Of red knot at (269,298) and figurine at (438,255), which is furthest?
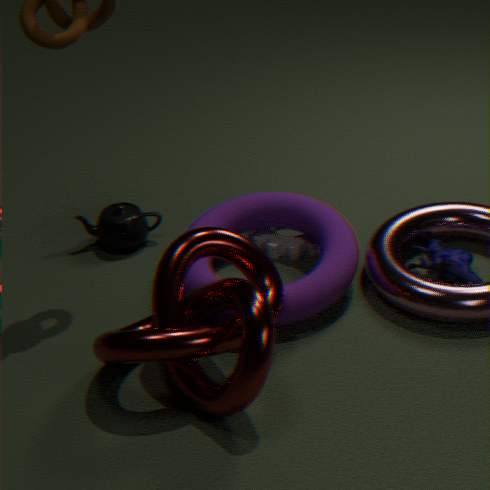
figurine at (438,255)
